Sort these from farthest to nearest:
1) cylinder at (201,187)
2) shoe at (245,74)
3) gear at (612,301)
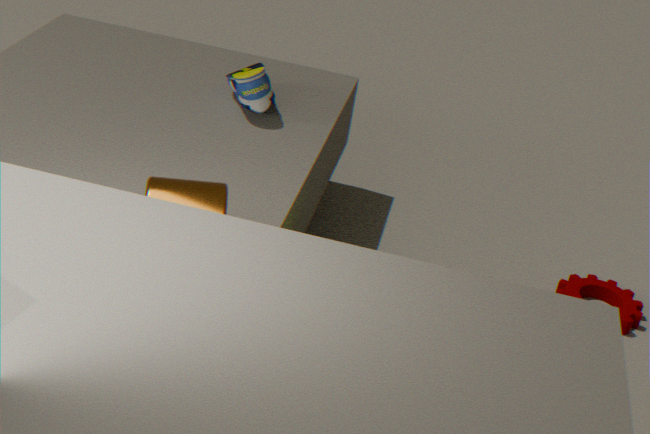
1. 3. gear at (612,301)
2. 2. shoe at (245,74)
3. 1. cylinder at (201,187)
